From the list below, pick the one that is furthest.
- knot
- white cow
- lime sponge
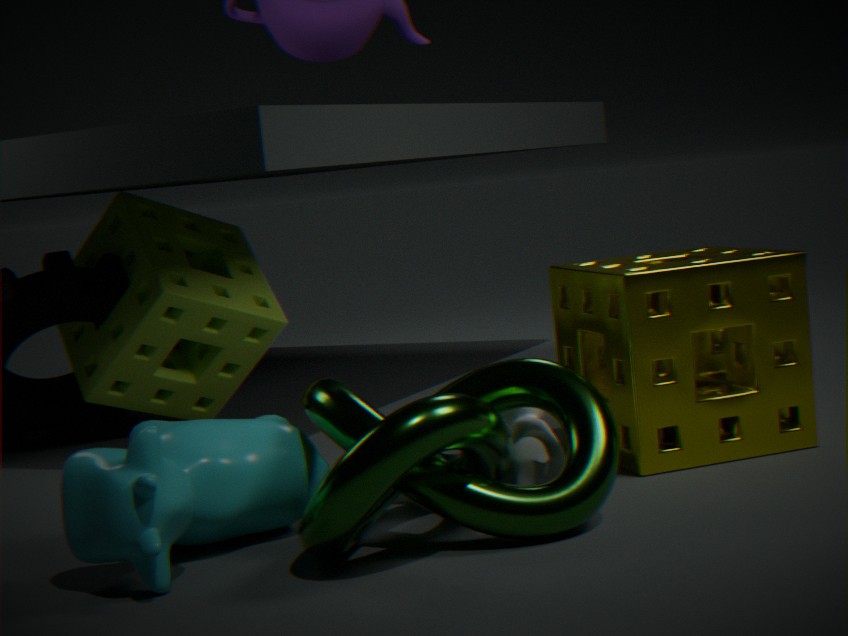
lime sponge
